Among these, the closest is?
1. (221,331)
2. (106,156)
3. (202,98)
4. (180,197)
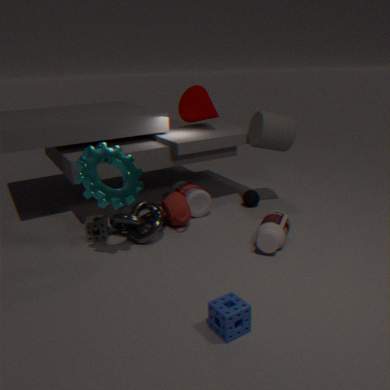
(221,331)
